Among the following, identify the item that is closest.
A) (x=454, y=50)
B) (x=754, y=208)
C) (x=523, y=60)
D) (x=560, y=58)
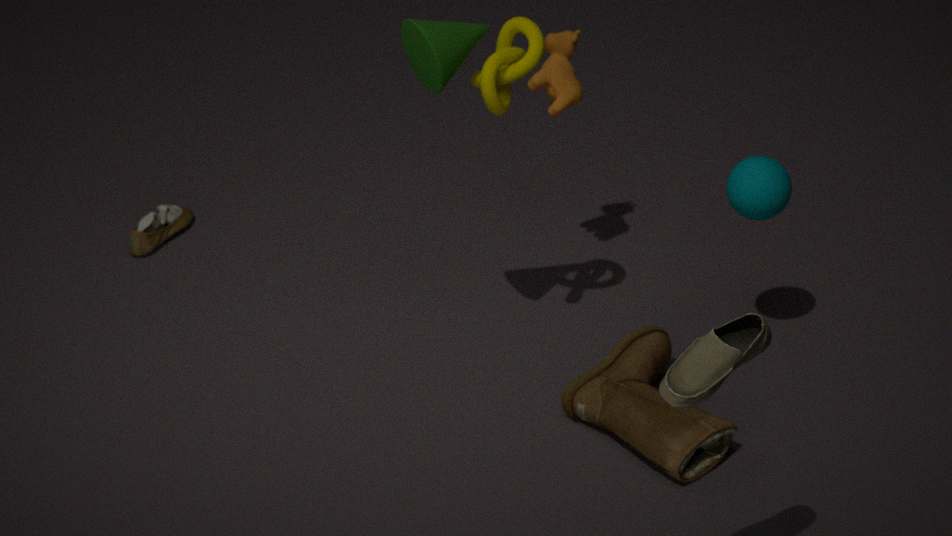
A. (x=454, y=50)
